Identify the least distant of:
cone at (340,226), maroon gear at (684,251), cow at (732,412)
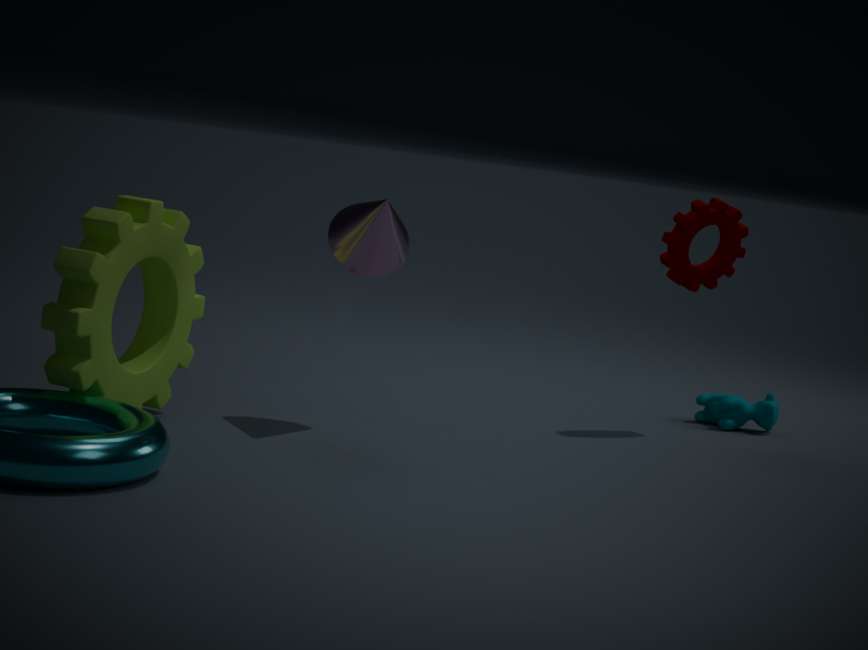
cone at (340,226)
